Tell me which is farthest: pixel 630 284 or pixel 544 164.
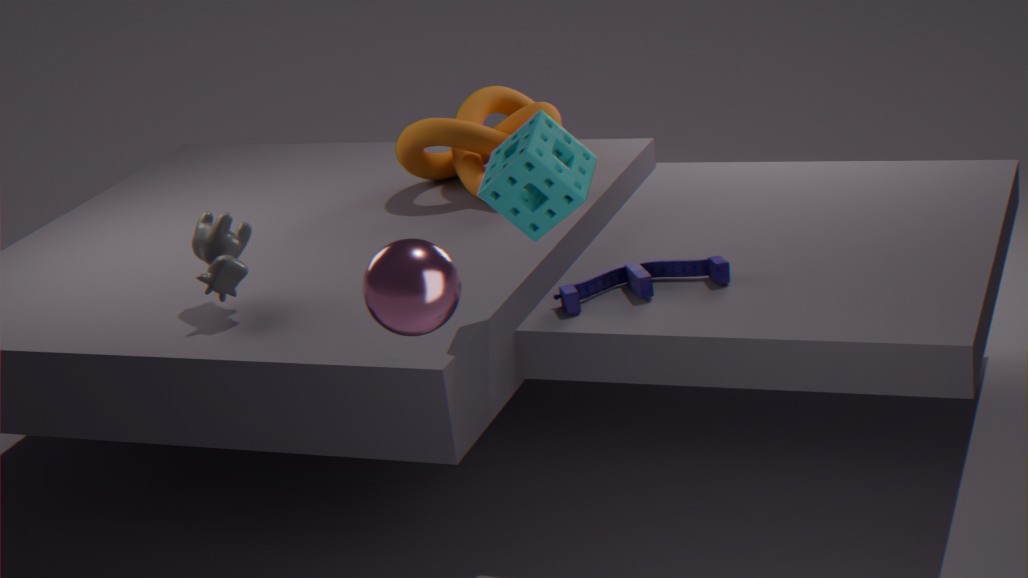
pixel 630 284
